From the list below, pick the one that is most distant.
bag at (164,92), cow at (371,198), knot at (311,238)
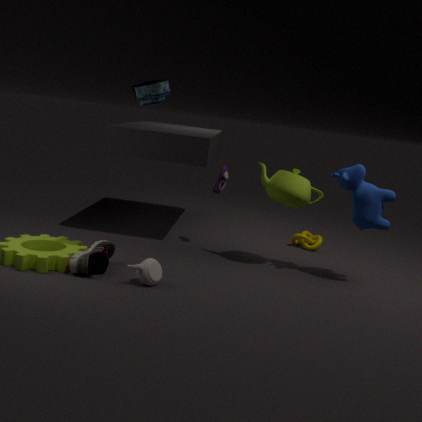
knot at (311,238)
